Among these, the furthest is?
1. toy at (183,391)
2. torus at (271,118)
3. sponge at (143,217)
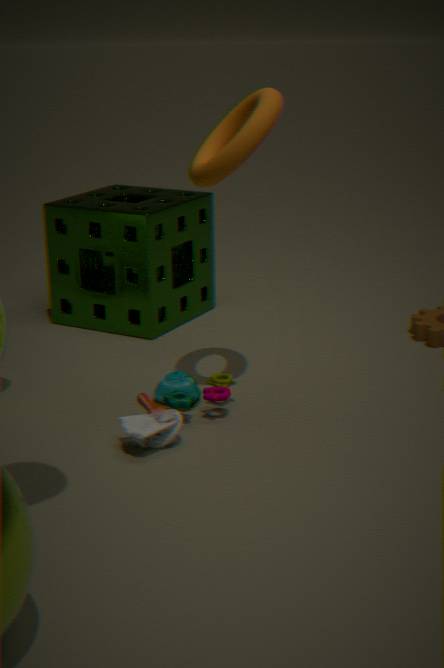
sponge at (143,217)
